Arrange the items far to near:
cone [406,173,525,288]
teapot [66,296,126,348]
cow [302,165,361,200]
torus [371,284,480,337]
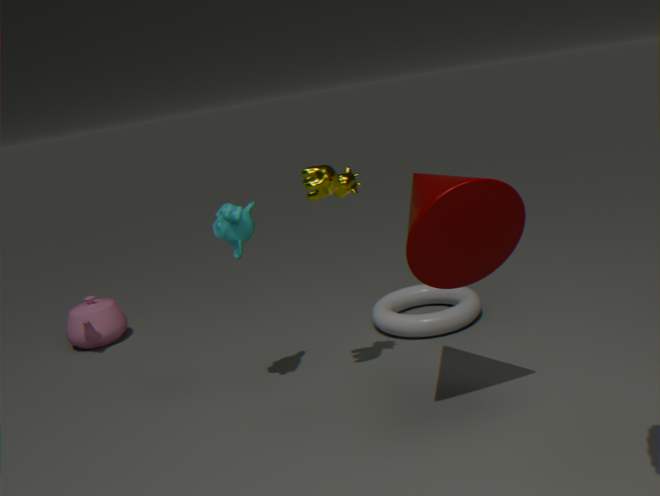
teapot [66,296,126,348]
torus [371,284,480,337]
cow [302,165,361,200]
cone [406,173,525,288]
